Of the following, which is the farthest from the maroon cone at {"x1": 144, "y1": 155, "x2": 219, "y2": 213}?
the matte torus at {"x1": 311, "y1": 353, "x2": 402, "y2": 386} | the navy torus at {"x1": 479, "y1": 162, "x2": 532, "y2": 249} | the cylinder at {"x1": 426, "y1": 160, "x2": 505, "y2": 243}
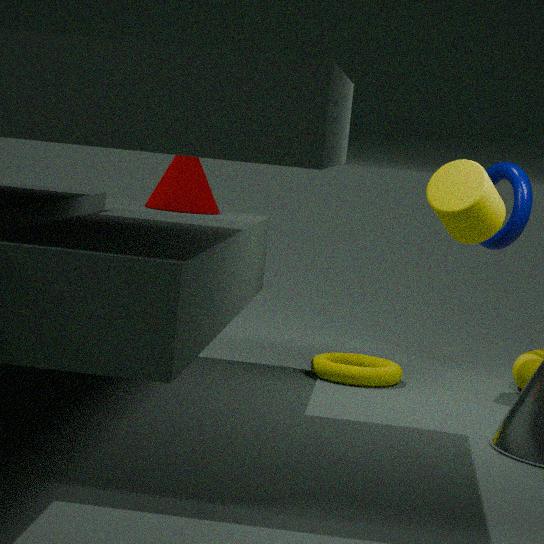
the navy torus at {"x1": 479, "y1": 162, "x2": 532, "y2": 249}
